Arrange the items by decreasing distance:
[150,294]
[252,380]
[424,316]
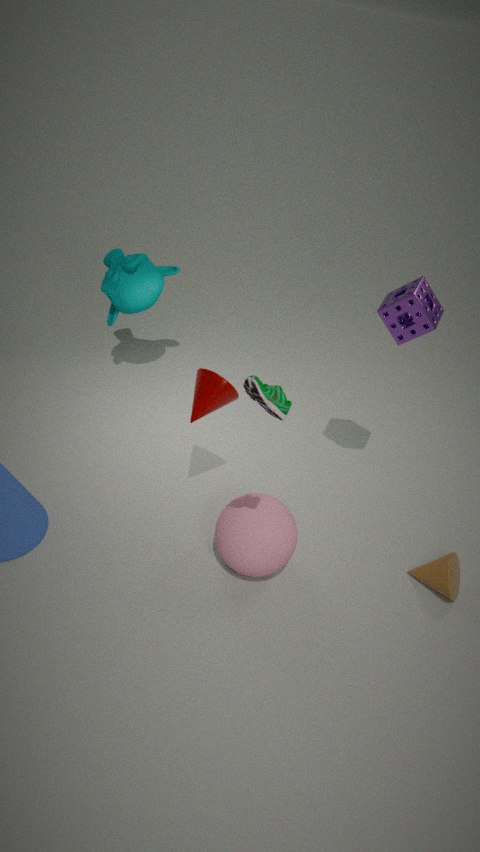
[150,294] < [424,316] < [252,380]
